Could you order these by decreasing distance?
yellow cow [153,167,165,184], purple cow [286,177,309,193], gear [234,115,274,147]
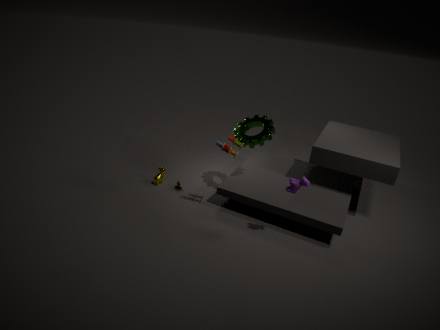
1. yellow cow [153,167,165,184]
2. gear [234,115,274,147]
3. purple cow [286,177,309,193]
